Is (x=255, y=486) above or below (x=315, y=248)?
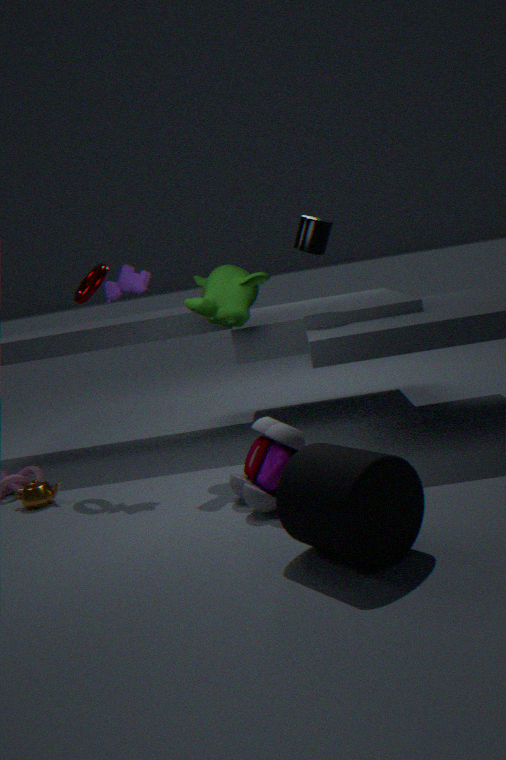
below
